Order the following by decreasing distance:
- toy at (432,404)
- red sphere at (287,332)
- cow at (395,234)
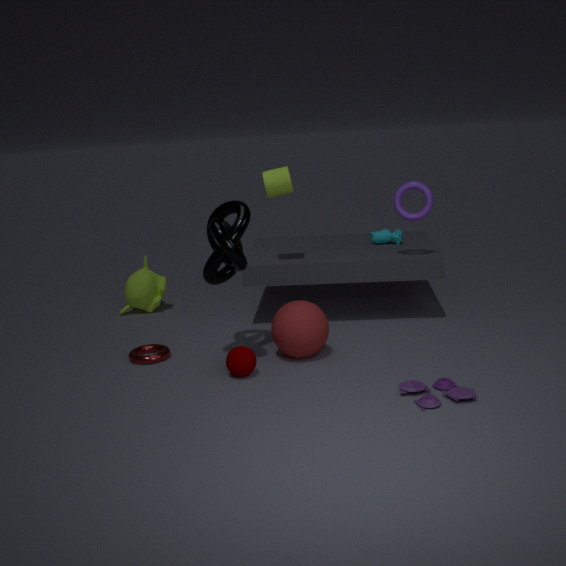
cow at (395,234), red sphere at (287,332), toy at (432,404)
